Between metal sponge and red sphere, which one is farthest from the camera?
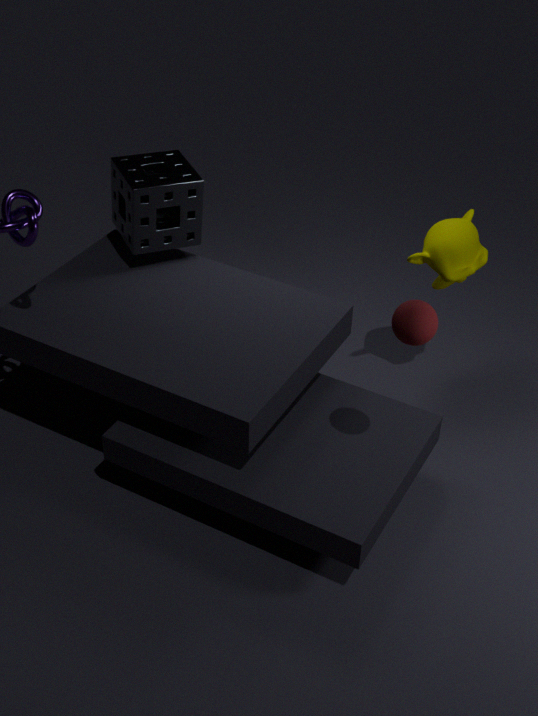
metal sponge
